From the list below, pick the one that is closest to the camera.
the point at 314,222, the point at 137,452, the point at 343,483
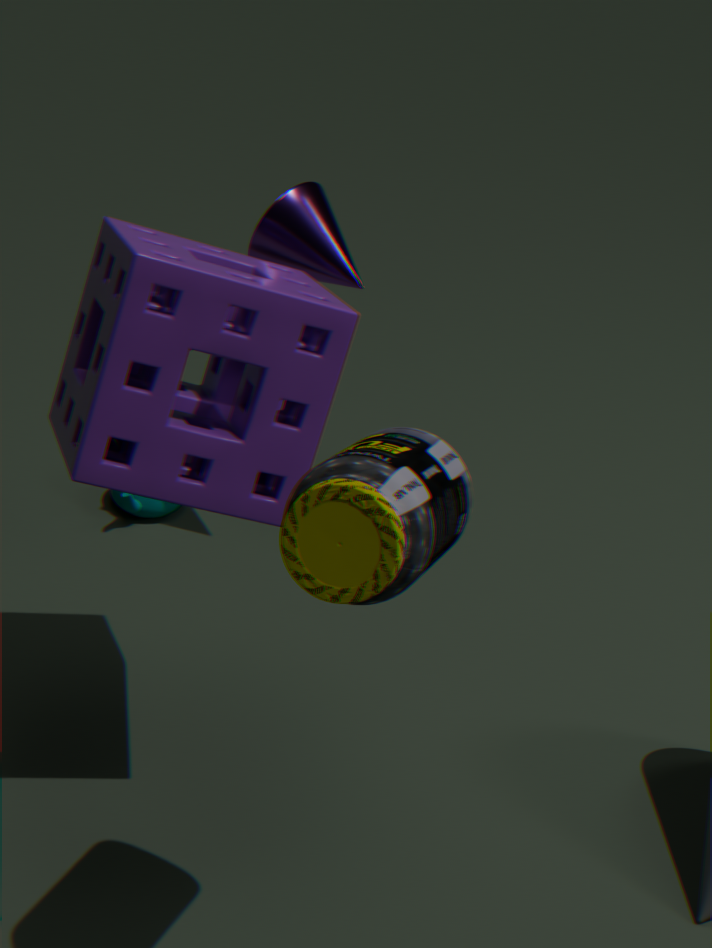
the point at 343,483
